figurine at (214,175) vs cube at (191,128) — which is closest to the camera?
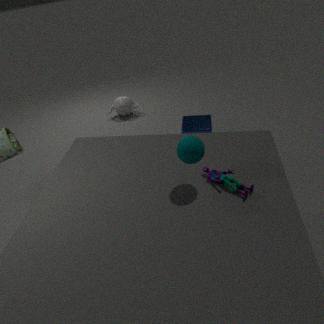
figurine at (214,175)
